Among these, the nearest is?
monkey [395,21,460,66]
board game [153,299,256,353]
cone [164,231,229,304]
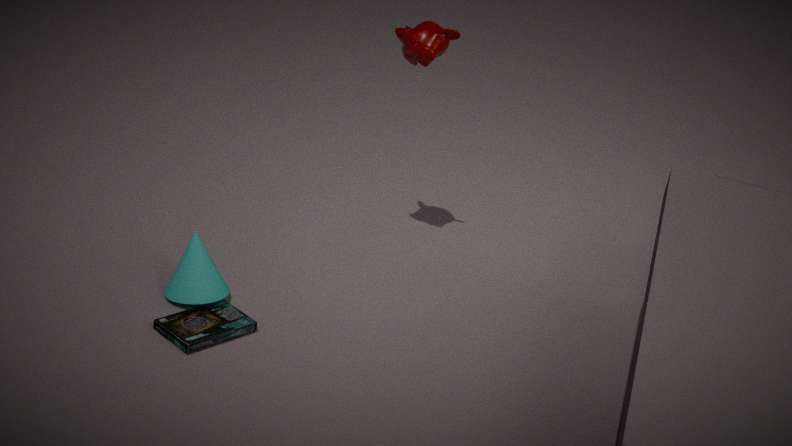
board game [153,299,256,353]
